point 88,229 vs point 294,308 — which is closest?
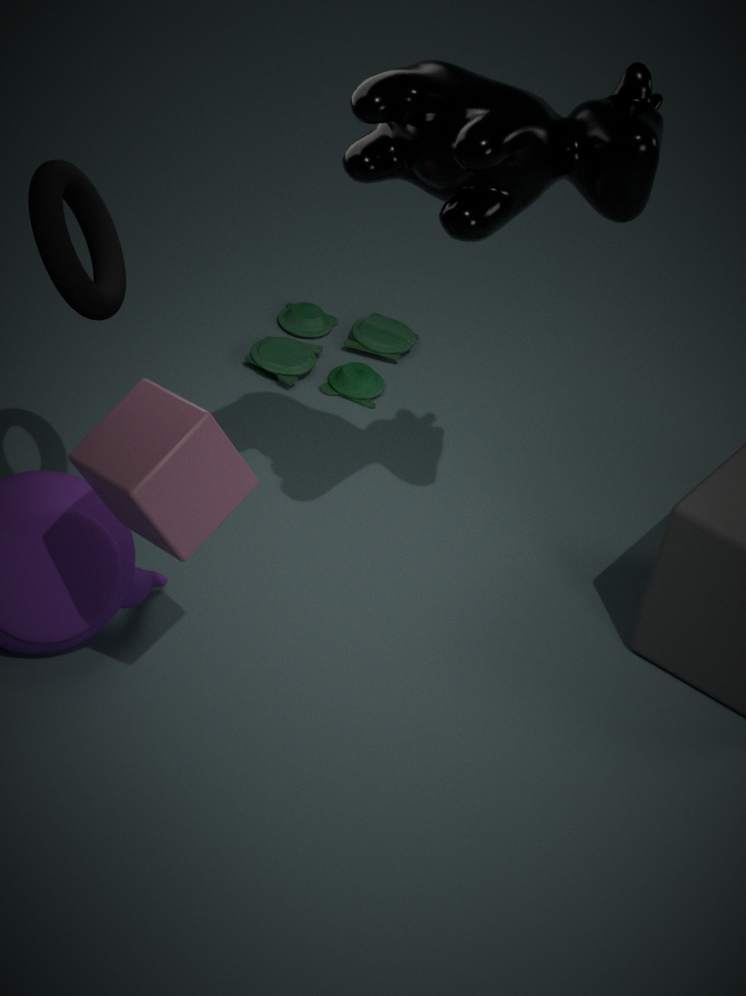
point 88,229
